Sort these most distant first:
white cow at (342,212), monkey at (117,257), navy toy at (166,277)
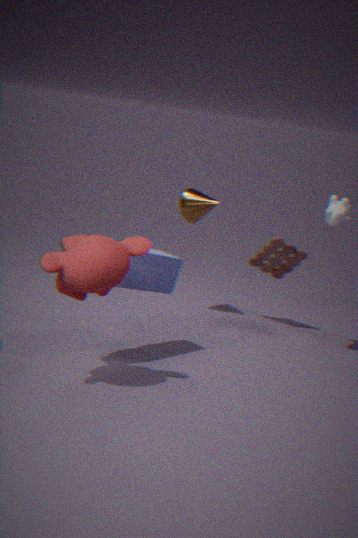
white cow at (342,212) < navy toy at (166,277) < monkey at (117,257)
